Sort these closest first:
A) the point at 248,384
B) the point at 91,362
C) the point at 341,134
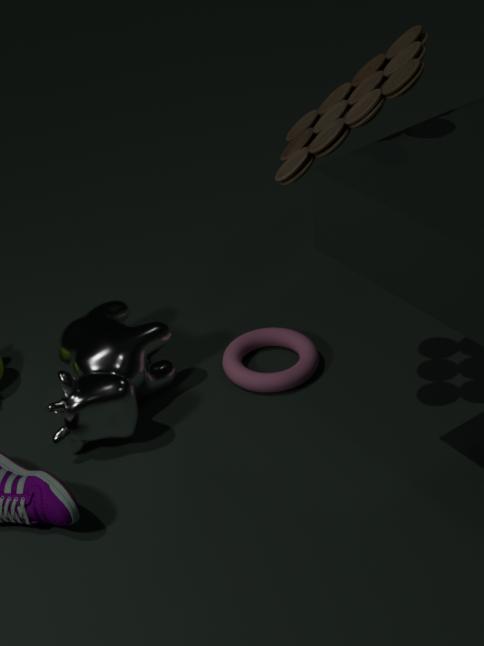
the point at 341,134, the point at 91,362, the point at 248,384
